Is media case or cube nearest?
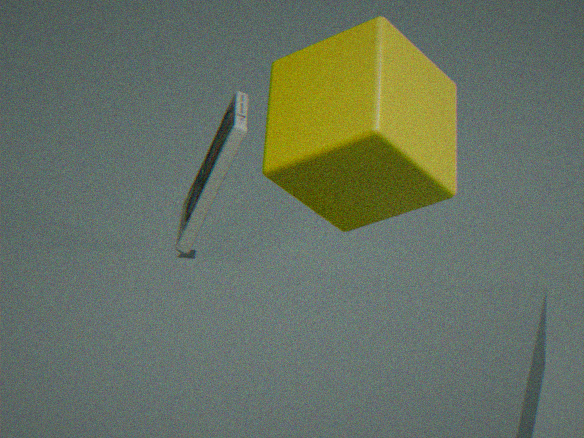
cube
